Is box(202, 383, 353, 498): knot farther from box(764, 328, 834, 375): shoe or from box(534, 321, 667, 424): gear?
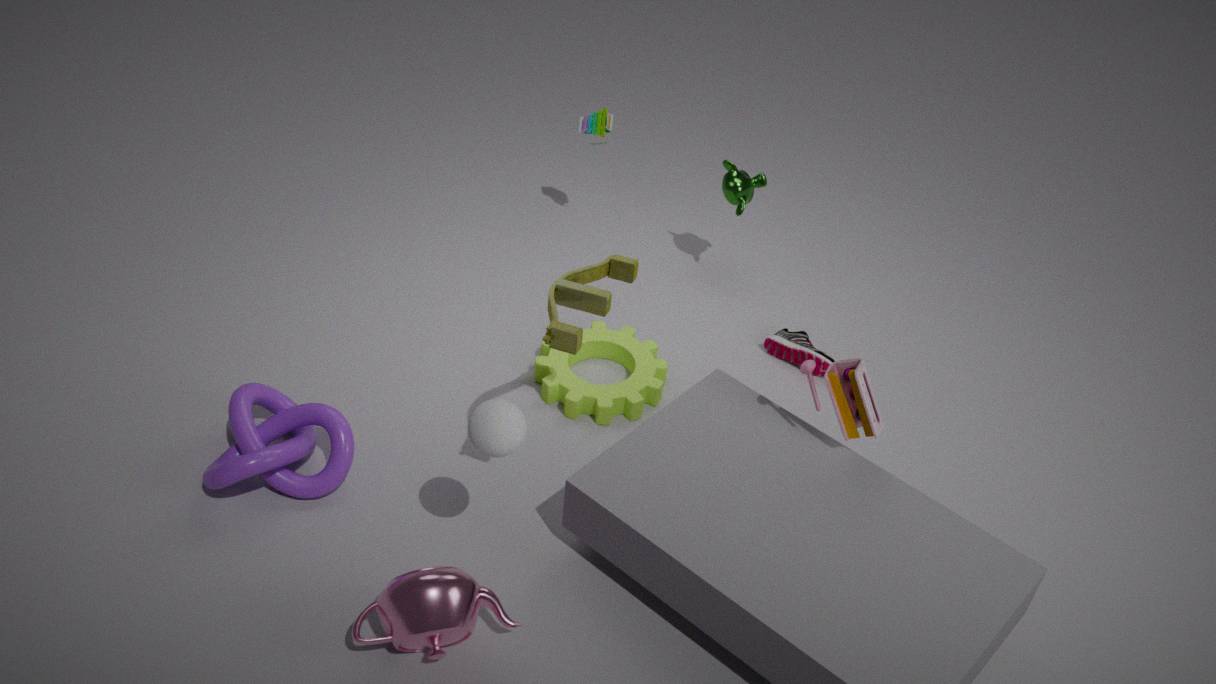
box(764, 328, 834, 375): shoe
